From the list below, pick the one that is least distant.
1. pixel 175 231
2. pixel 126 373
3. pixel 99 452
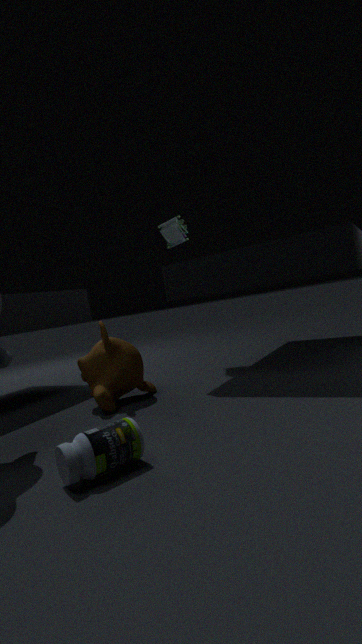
pixel 99 452
